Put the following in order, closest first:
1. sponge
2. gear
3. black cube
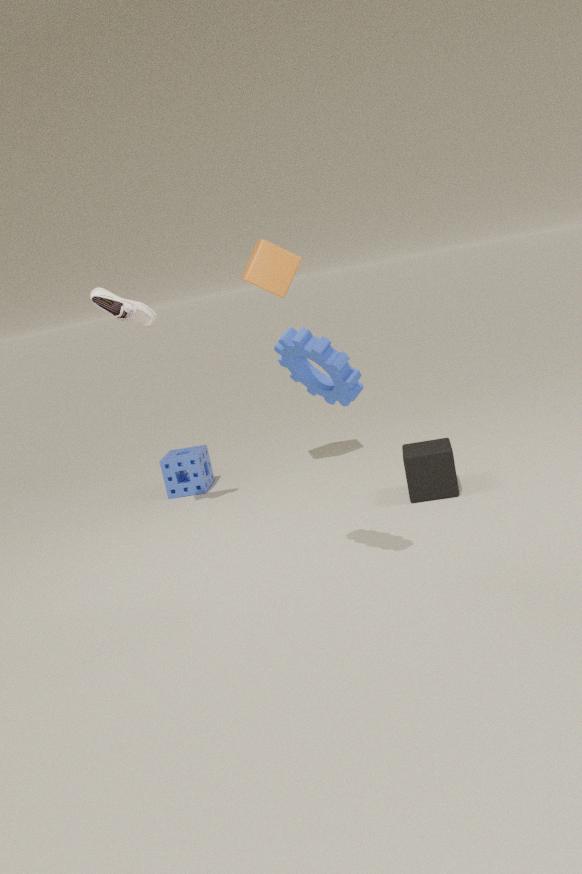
gear
black cube
sponge
